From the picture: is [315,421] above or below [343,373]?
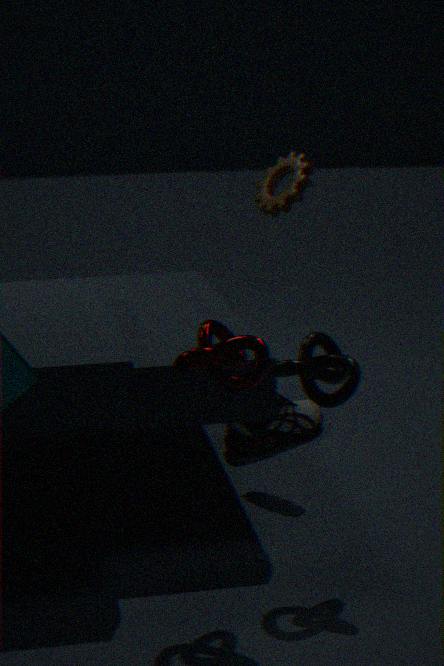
below
